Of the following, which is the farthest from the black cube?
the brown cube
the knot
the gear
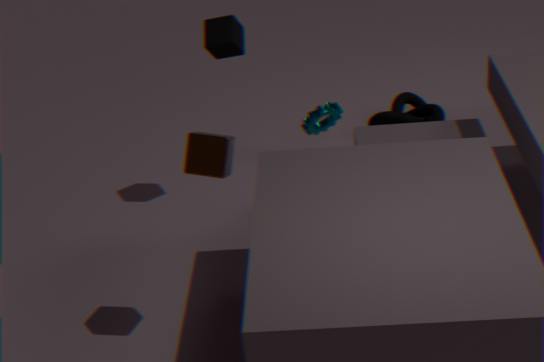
the knot
